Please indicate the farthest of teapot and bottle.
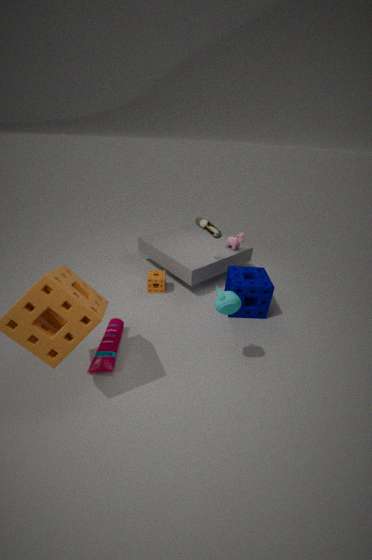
bottle
